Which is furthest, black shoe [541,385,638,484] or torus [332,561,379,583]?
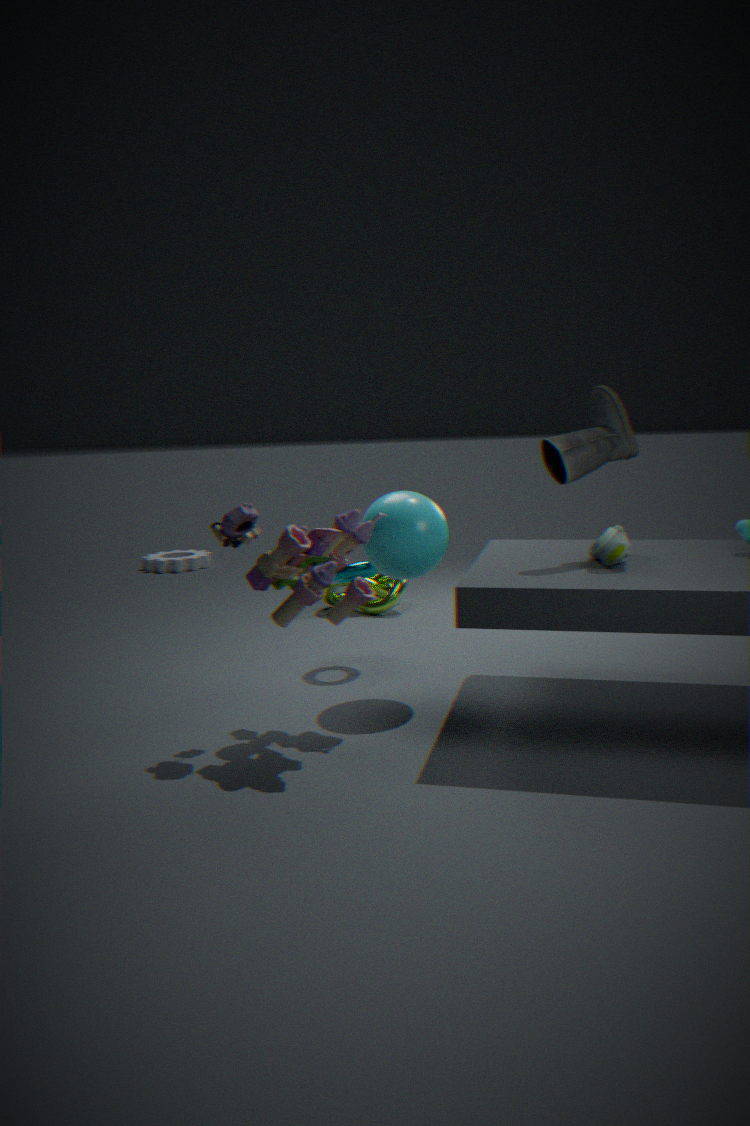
torus [332,561,379,583]
